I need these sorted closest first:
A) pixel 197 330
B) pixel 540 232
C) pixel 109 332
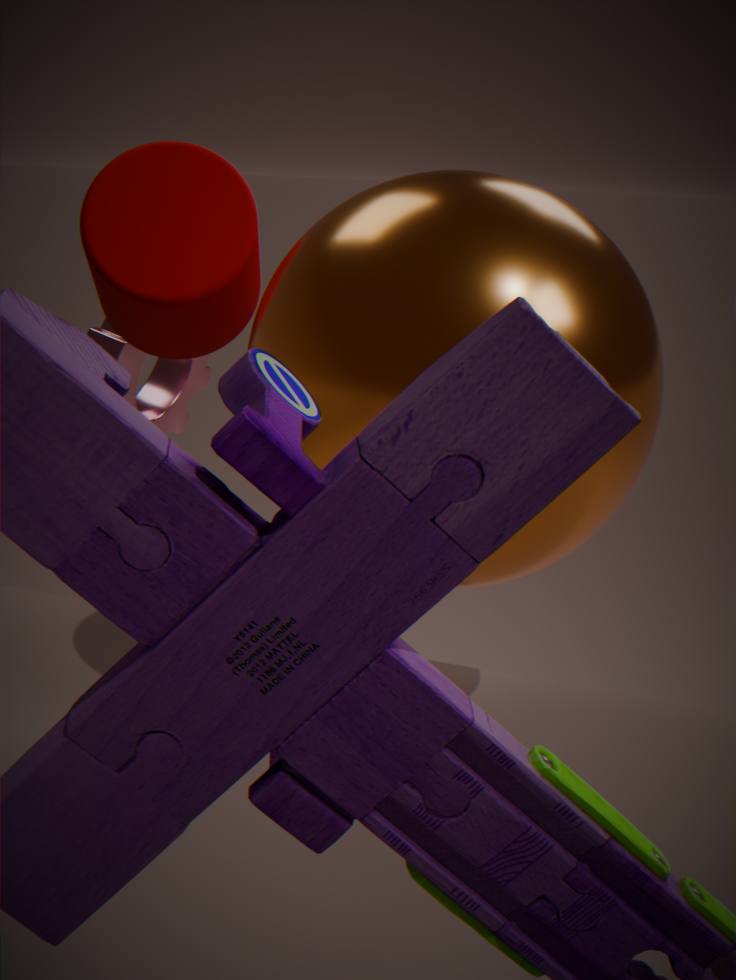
1. pixel 540 232
2. pixel 197 330
3. pixel 109 332
